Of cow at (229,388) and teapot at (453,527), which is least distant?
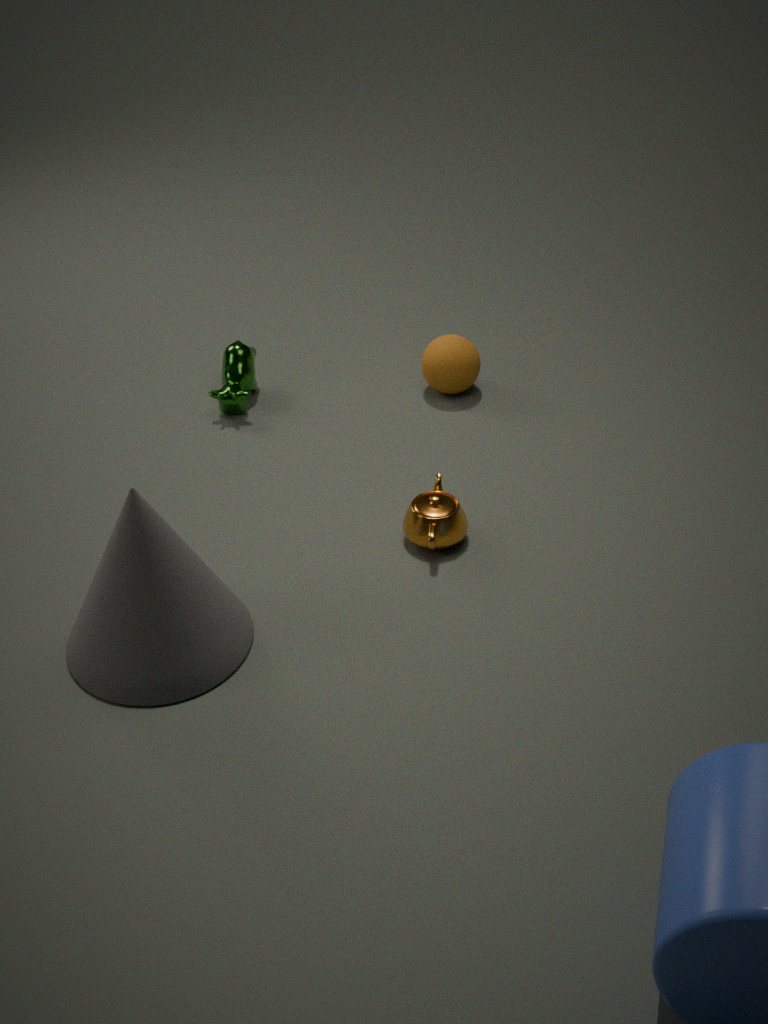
teapot at (453,527)
